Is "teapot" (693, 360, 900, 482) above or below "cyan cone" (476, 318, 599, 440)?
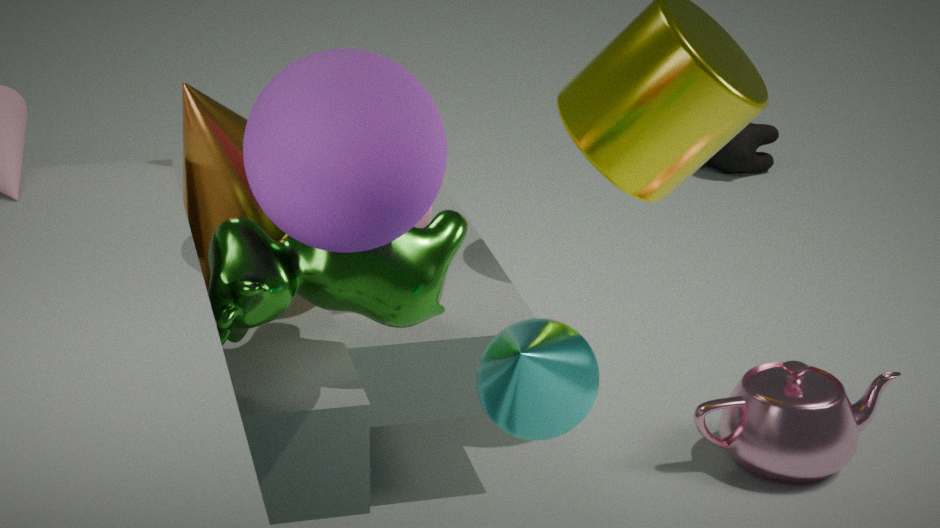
below
